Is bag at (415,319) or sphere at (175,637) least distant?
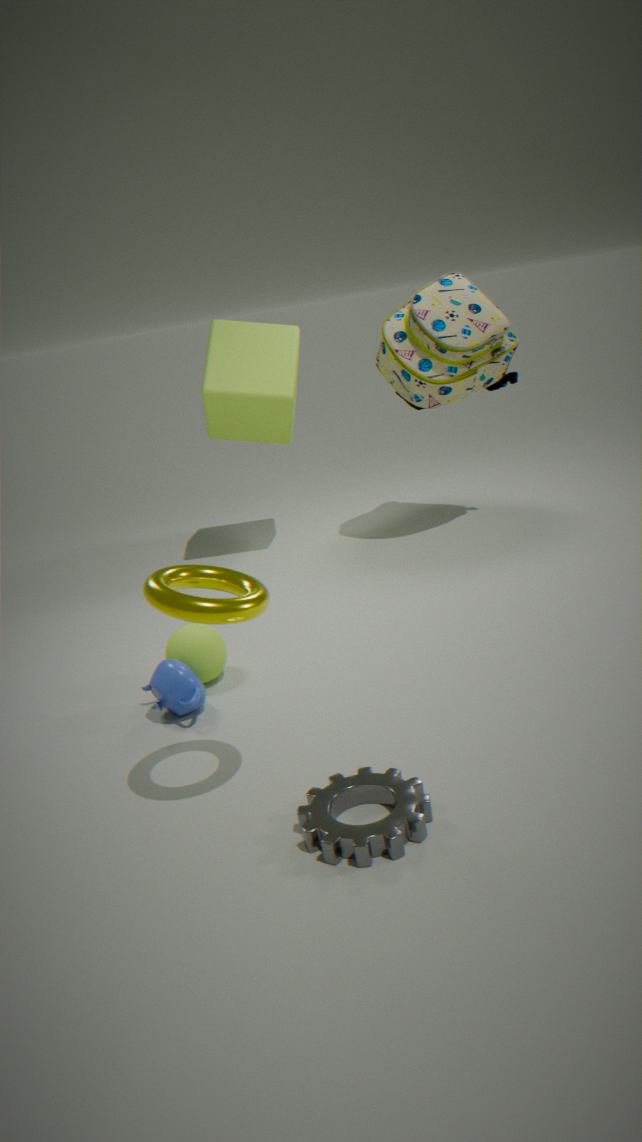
sphere at (175,637)
